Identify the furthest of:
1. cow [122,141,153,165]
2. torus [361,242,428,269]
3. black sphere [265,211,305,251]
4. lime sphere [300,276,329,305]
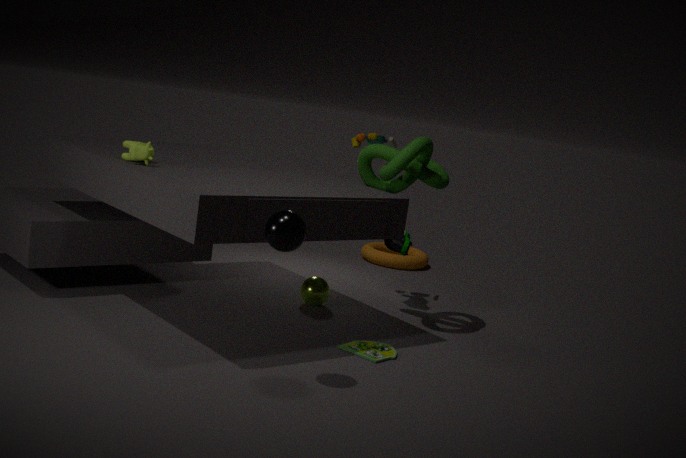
torus [361,242,428,269]
